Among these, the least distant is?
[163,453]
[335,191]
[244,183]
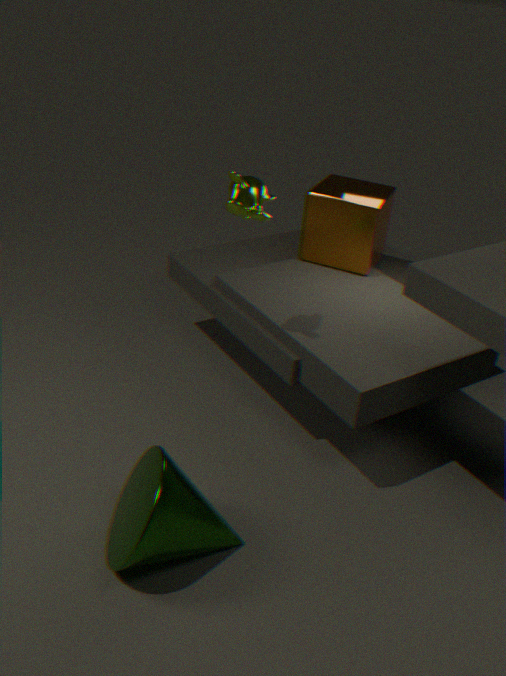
[163,453]
